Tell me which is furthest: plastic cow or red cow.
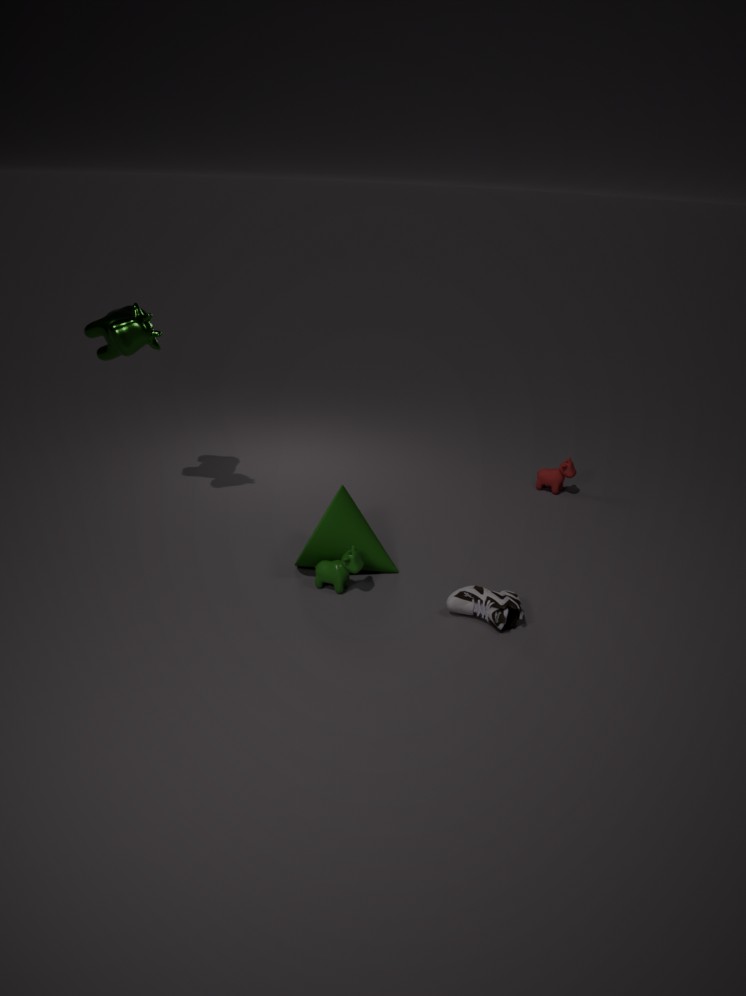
red cow
